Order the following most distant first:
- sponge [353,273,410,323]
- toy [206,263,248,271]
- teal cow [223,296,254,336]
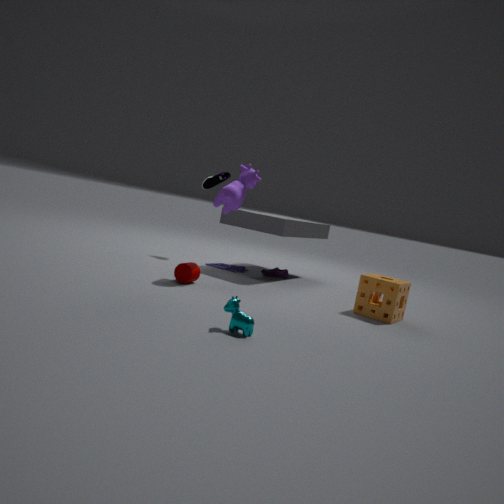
toy [206,263,248,271], sponge [353,273,410,323], teal cow [223,296,254,336]
